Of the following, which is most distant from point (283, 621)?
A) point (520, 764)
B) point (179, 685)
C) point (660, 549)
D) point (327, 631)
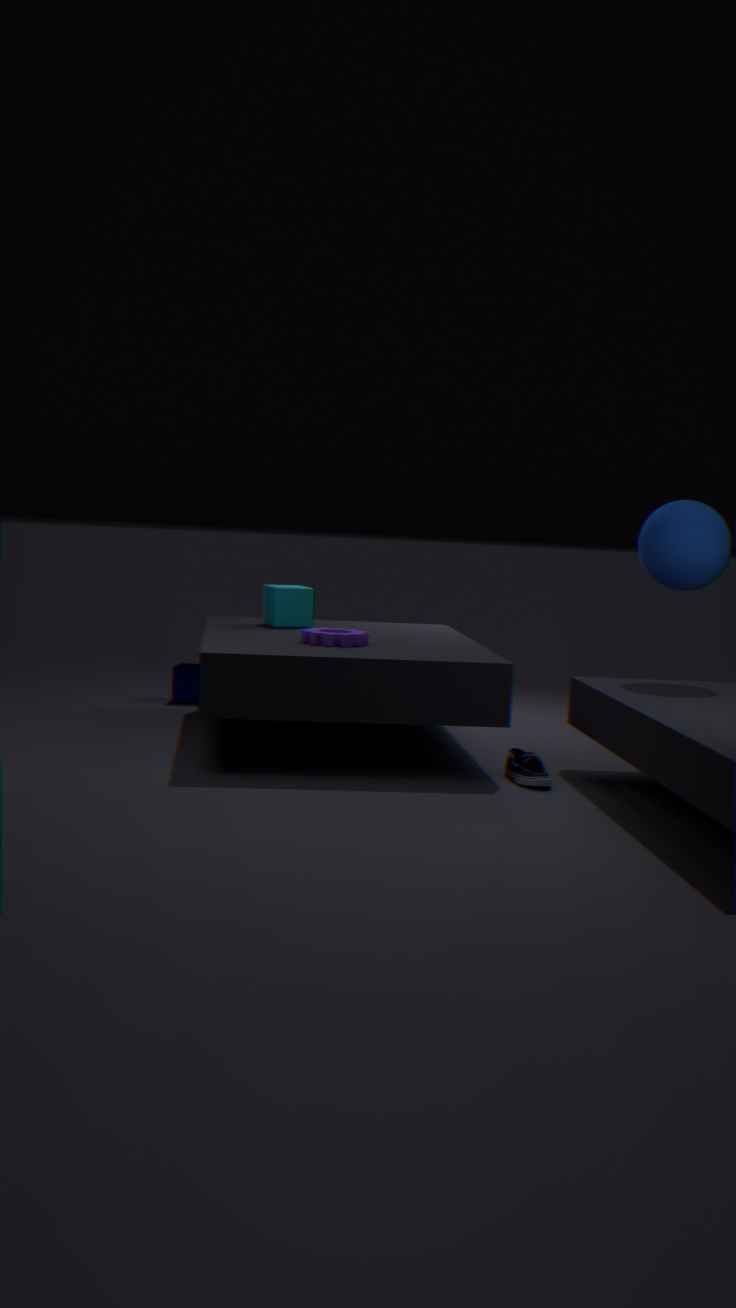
point (660, 549)
